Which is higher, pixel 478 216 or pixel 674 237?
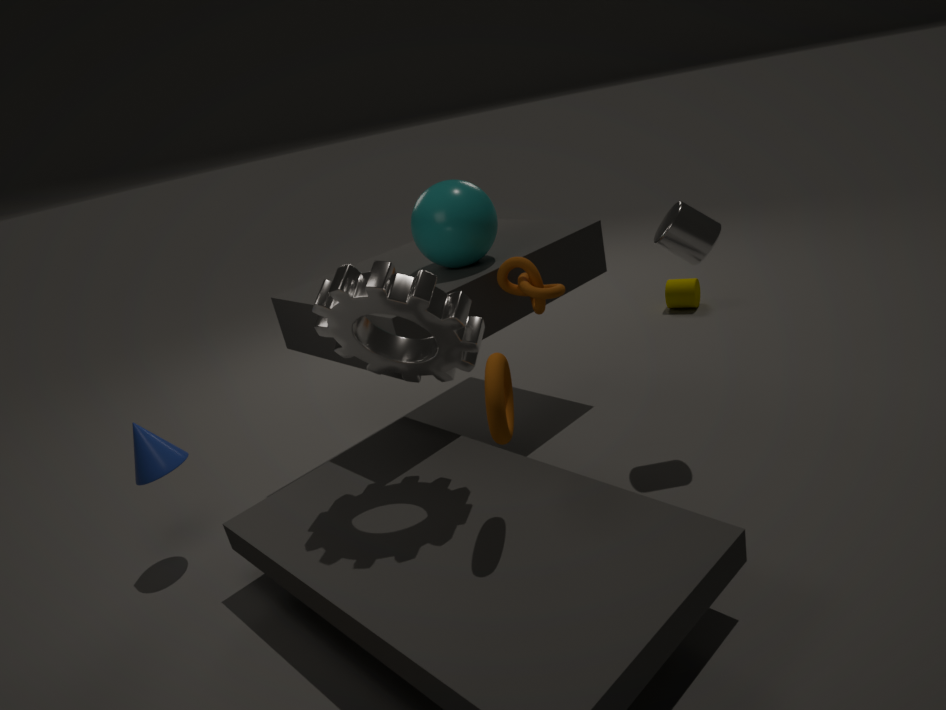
pixel 478 216
